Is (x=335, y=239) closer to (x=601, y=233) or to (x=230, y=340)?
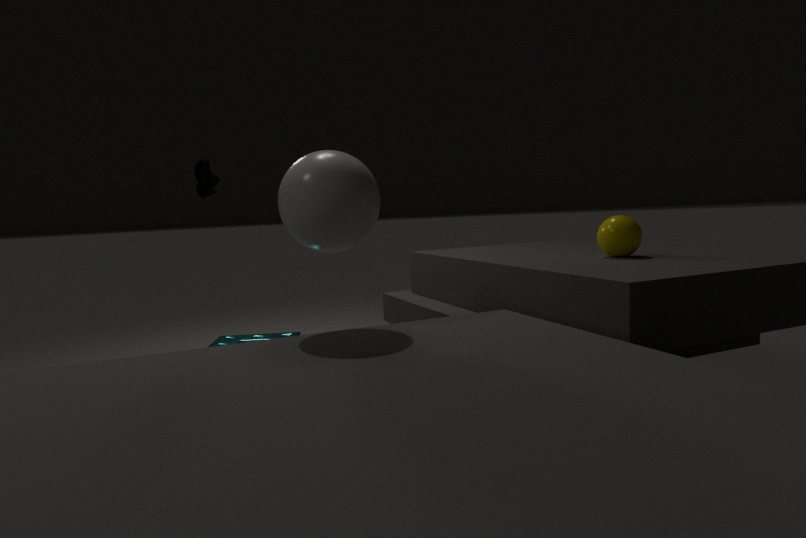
(x=230, y=340)
